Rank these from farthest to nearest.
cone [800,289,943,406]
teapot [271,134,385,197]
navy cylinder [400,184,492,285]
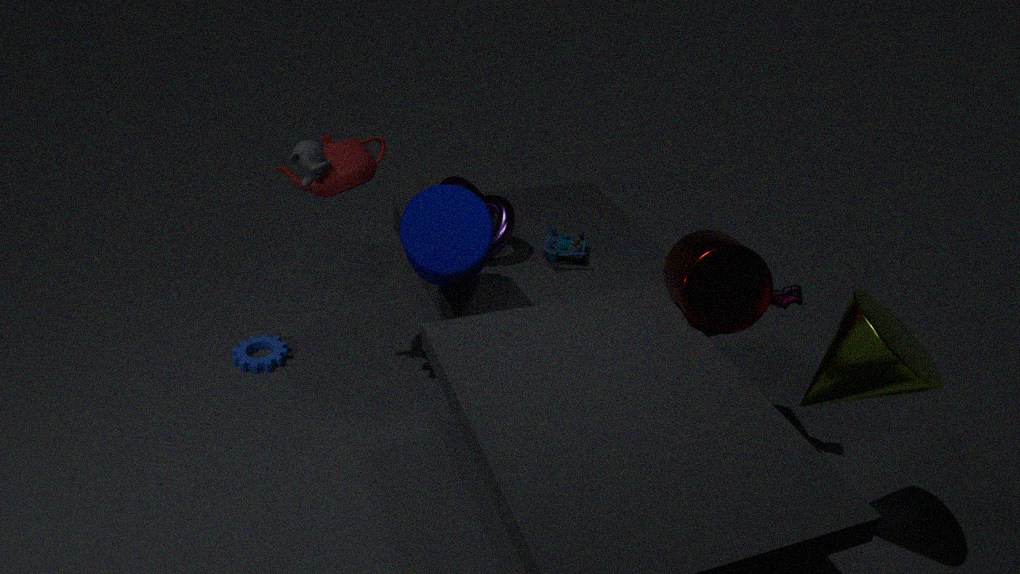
teapot [271,134,385,197], navy cylinder [400,184,492,285], cone [800,289,943,406]
